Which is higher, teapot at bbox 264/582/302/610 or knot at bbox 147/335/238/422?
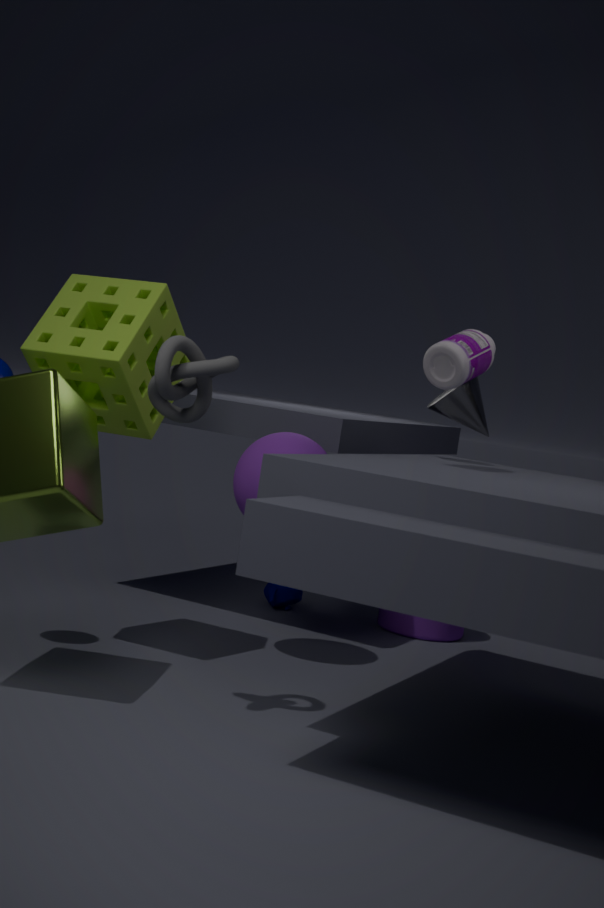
knot at bbox 147/335/238/422
